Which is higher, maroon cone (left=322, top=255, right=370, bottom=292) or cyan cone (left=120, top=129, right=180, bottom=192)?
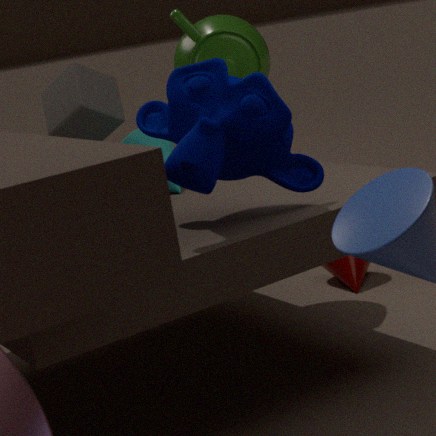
cyan cone (left=120, top=129, right=180, bottom=192)
